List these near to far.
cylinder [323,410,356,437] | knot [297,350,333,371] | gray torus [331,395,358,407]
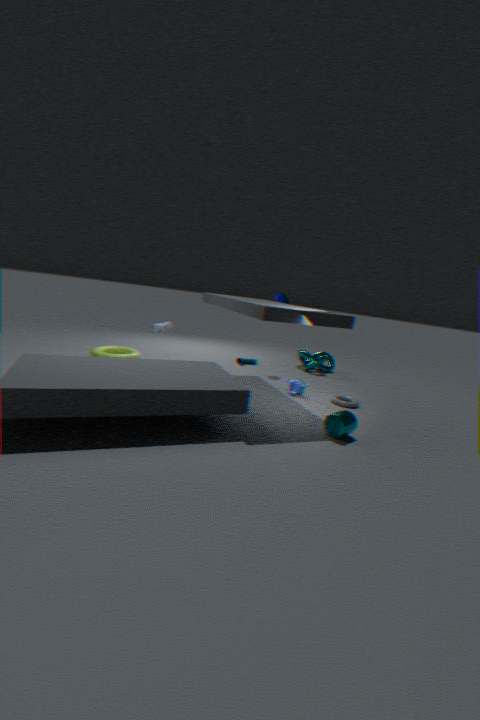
cylinder [323,410,356,437] < gray torus [331,395,358,407] < knot [297,350,333,371]
